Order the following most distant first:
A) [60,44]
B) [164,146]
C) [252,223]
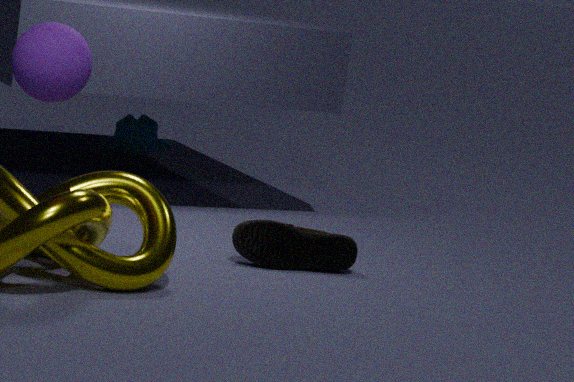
[164,146] → [252,223] → [60,44]
